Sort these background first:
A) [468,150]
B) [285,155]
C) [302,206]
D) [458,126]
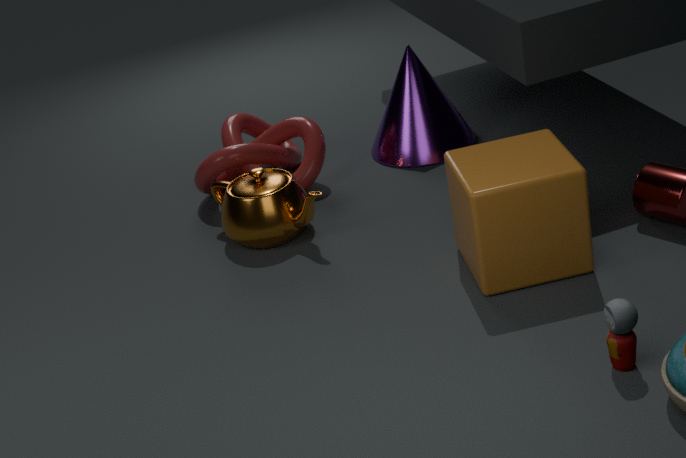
D. [458,126] < B. [285,155] < C. [302,206] < A. [468,150]
